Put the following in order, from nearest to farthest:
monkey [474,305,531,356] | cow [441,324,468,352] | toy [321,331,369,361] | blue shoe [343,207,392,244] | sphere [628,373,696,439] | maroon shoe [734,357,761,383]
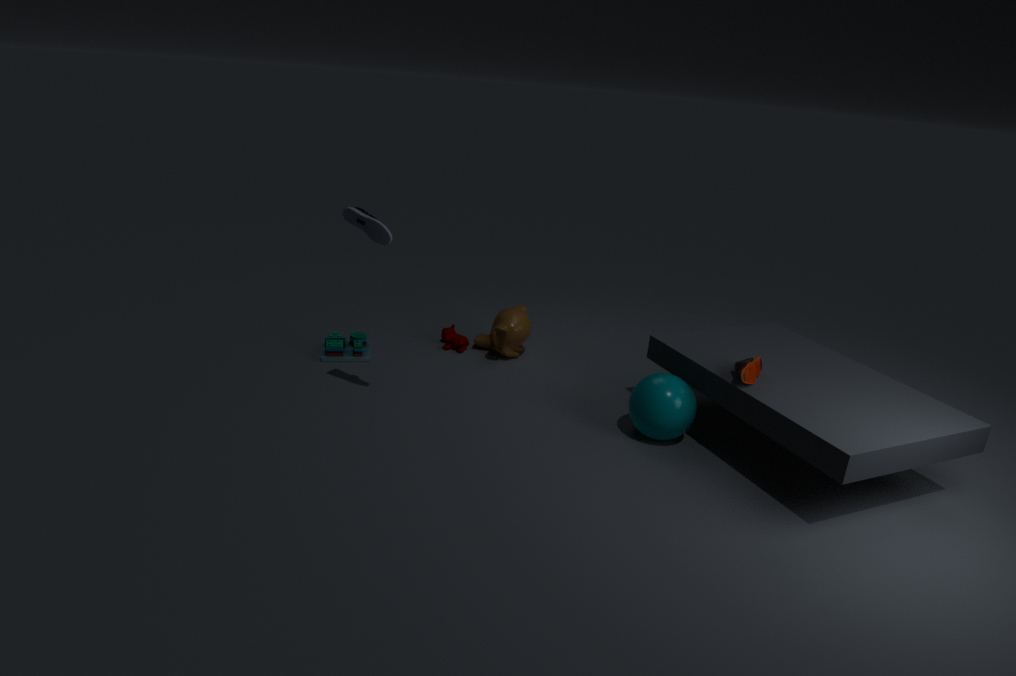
blue shoe [343,207,392,244] → maroon shoe [734,357,761,383] → sphere [628,373,696,439] → toy [321,331,369,361] → monkey [474,305,531,356] → cow [441,324,468,352]
